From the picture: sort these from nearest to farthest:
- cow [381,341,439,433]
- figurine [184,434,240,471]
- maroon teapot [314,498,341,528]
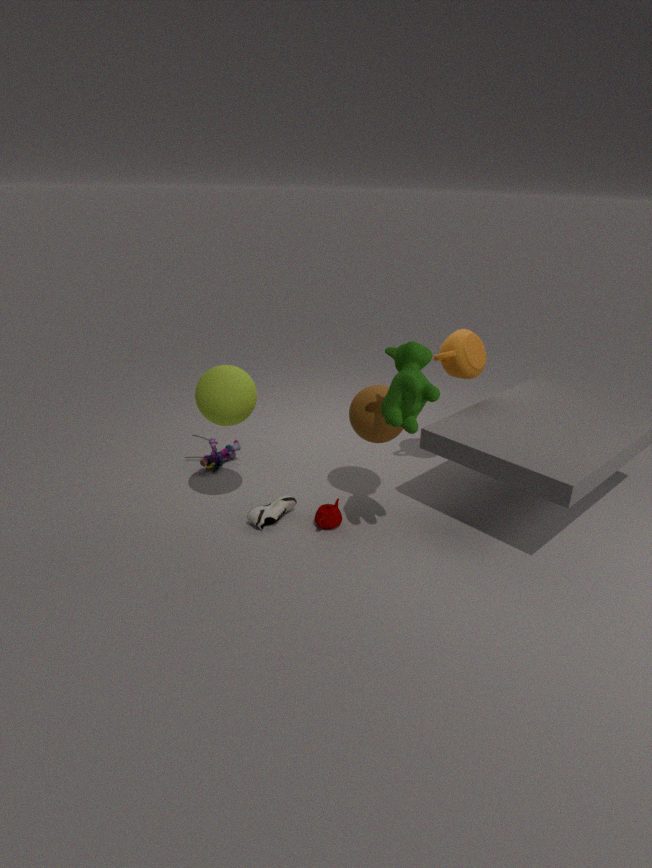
cow [381,341,439,433] < maroon teapot [314,498,341,528] < figurine [184,434,240,471]
